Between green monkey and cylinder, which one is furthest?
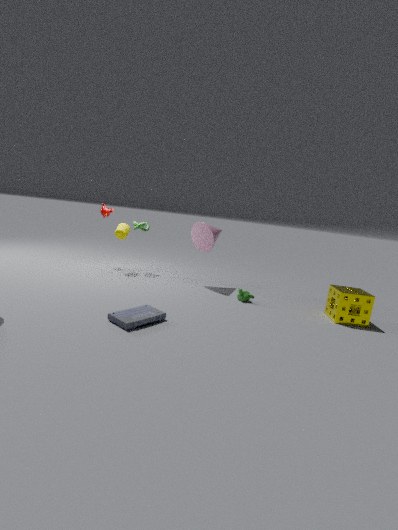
cylinder
